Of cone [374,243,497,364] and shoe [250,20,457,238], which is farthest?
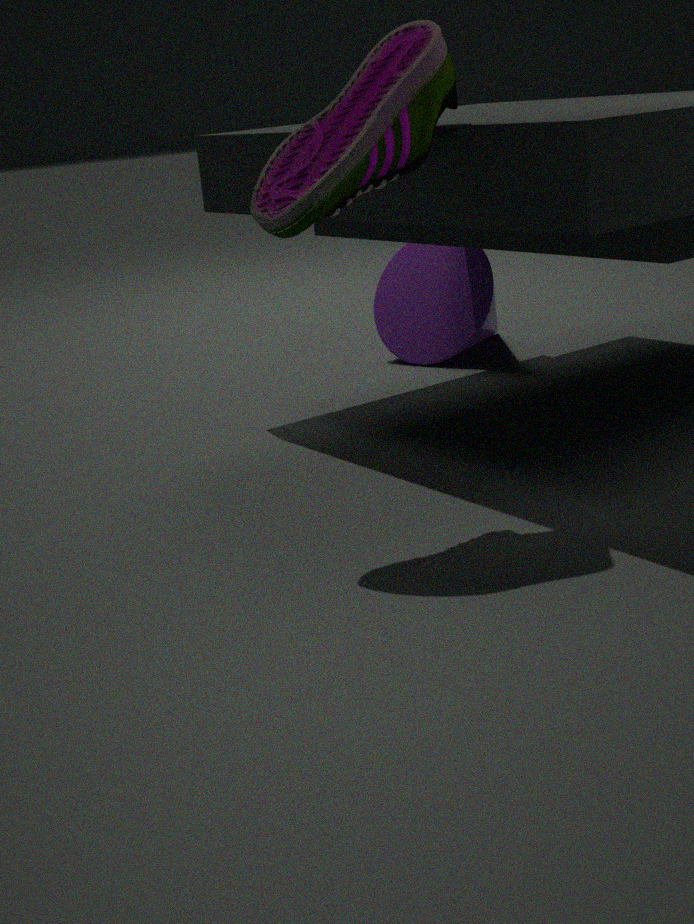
cone [374,243,497,364]
